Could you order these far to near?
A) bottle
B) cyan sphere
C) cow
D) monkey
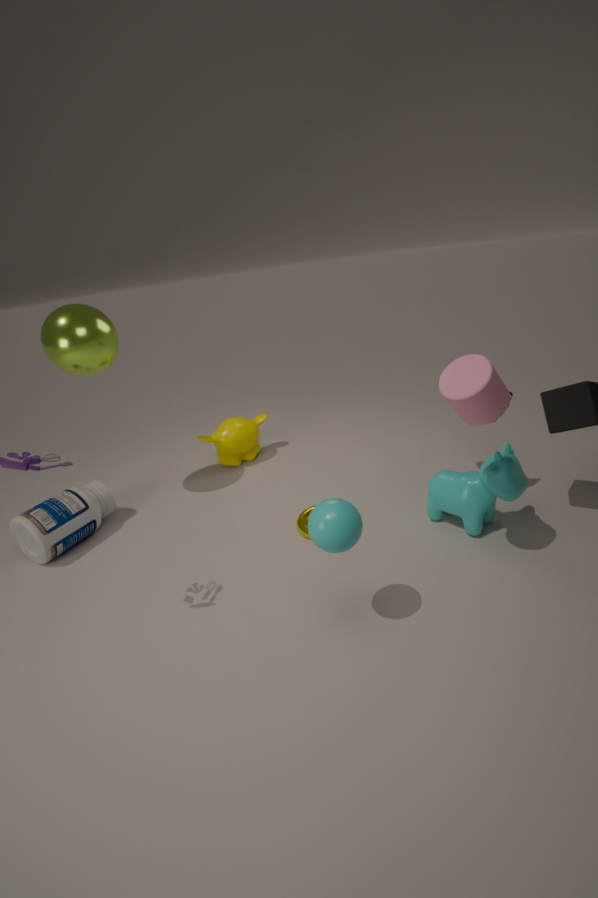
monkey < bottle < cow < cyan sphere
